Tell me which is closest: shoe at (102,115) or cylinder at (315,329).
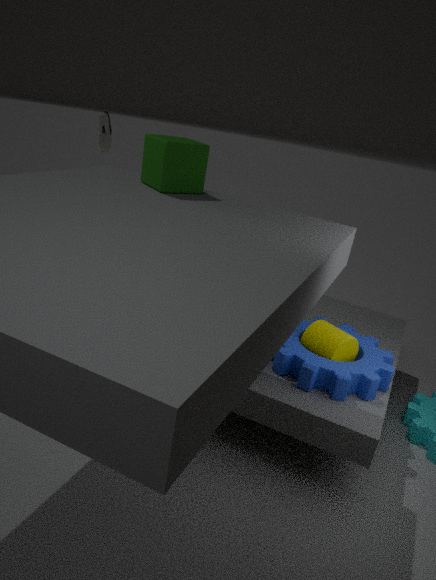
cylinder at (315,329)
